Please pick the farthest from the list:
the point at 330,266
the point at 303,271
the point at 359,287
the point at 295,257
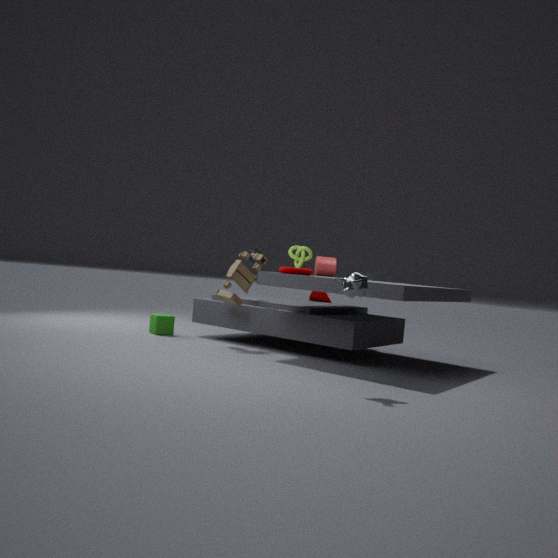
the point at 295,257
